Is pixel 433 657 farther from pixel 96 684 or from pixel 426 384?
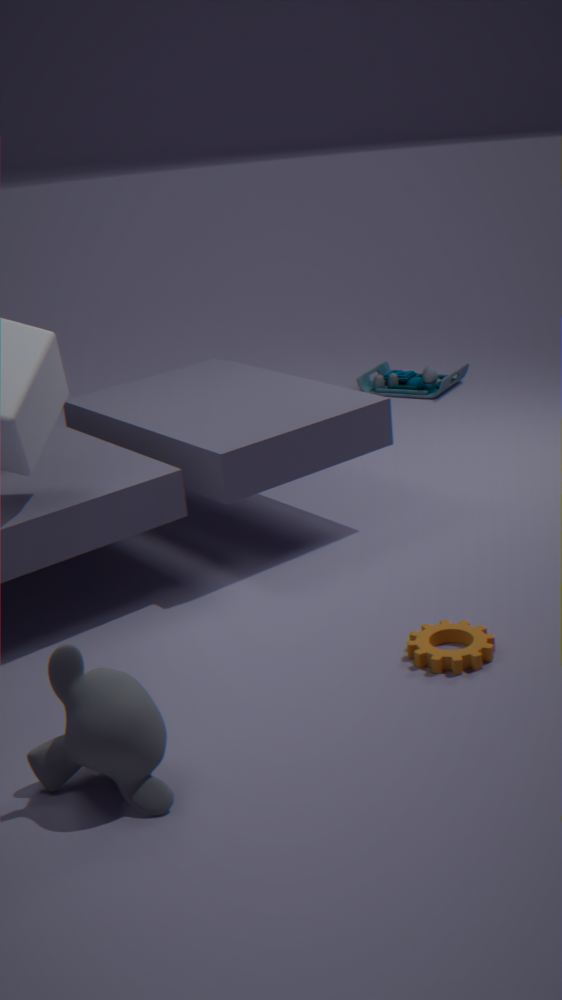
pixel 426 384
